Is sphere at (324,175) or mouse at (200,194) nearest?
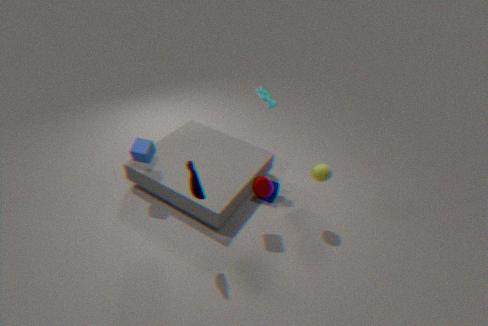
mouse at (200,194)
